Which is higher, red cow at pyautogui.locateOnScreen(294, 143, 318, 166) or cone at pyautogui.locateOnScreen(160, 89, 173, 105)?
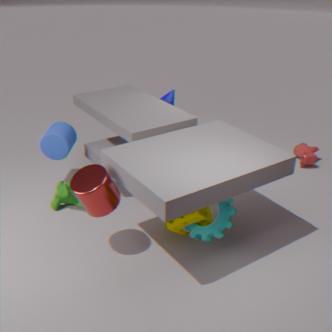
cone at pyautogui.locateOnScreen(160, 89, 173, 105)
